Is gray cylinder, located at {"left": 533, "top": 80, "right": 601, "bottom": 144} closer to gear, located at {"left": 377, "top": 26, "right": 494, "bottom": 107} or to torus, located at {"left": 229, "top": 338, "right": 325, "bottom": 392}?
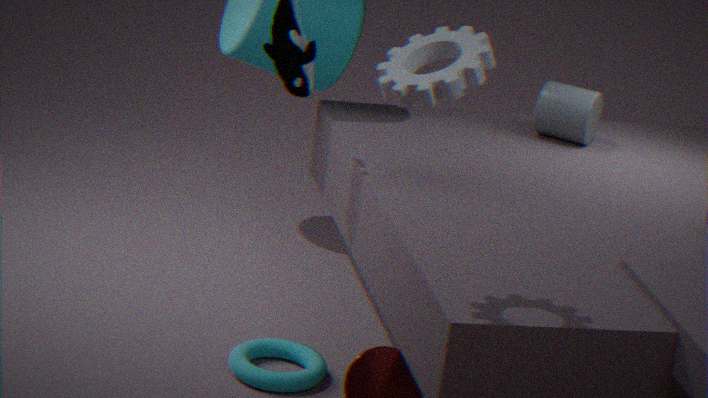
torus, located at {"left": 229, "top": 338, "right": 325, "bottom": 392}
